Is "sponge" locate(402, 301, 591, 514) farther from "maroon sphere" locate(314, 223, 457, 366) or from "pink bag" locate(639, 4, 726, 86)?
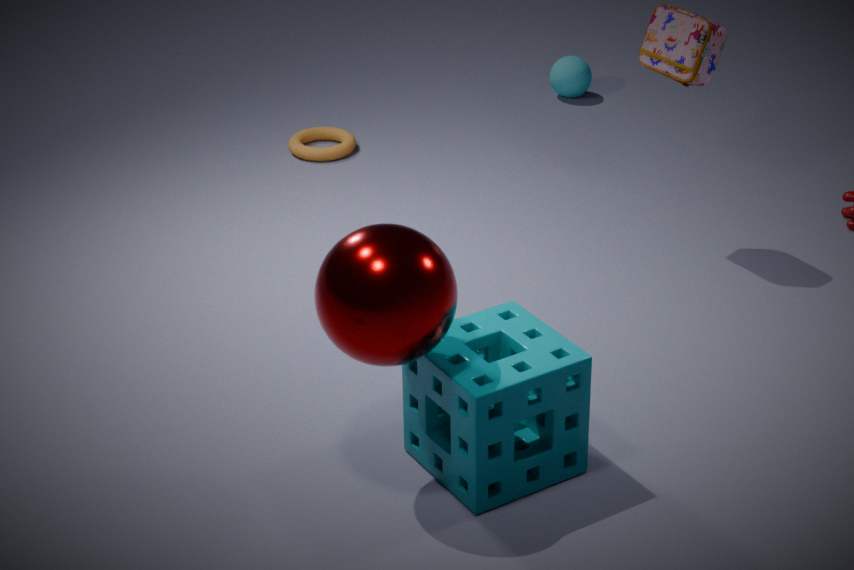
"pink bag" locate(639, 4, 726, 86)
